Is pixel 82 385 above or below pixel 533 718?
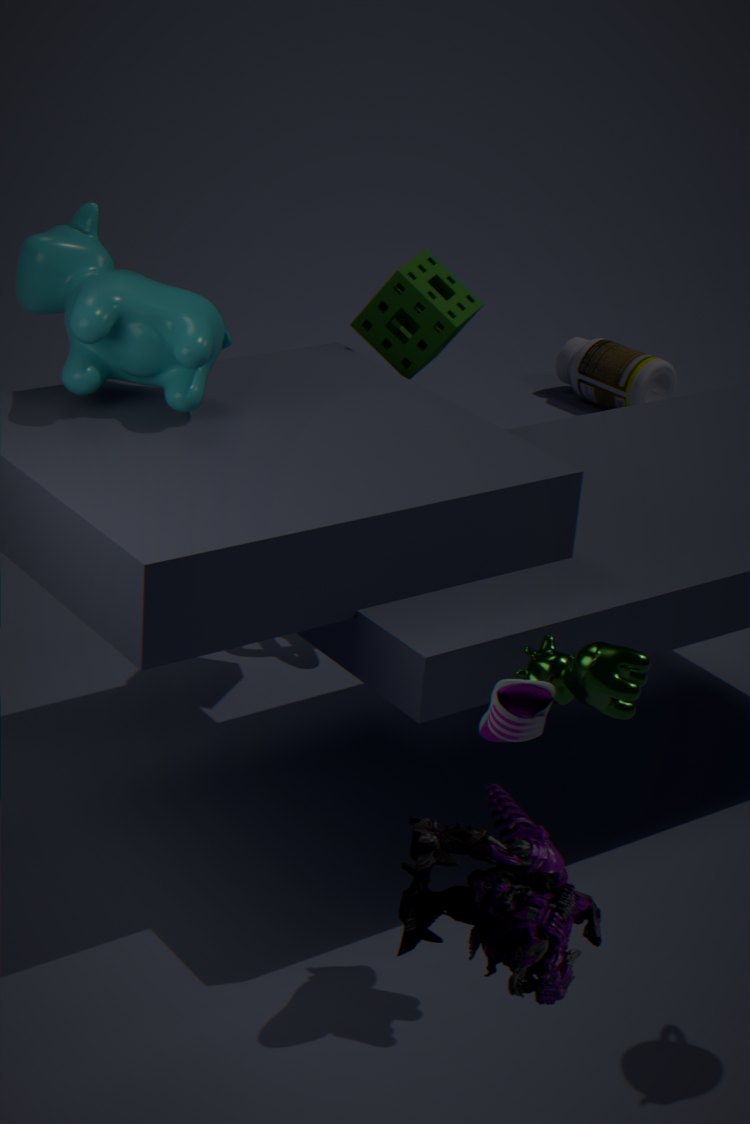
above
